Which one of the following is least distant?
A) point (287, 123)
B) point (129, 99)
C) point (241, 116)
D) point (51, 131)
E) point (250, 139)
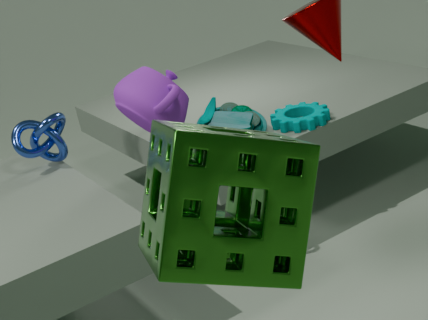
point (250, 139)
